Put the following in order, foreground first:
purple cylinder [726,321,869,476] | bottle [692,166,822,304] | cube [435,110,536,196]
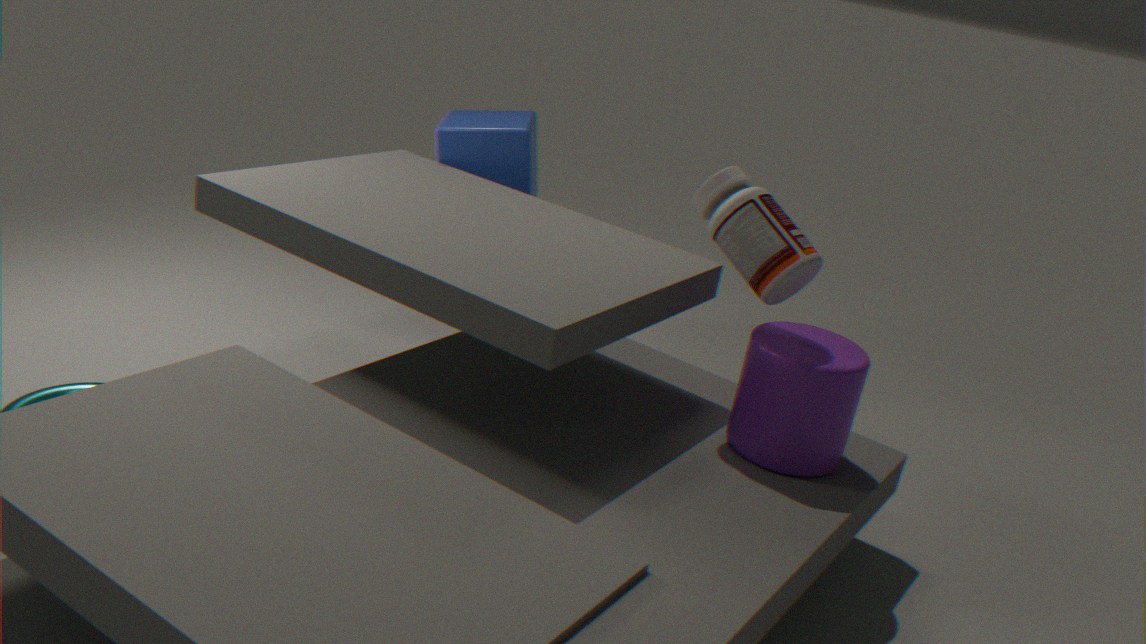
bottle [692,166,822,304], purple cylinder [726,321,869,476], cube [435,110,536,196]
